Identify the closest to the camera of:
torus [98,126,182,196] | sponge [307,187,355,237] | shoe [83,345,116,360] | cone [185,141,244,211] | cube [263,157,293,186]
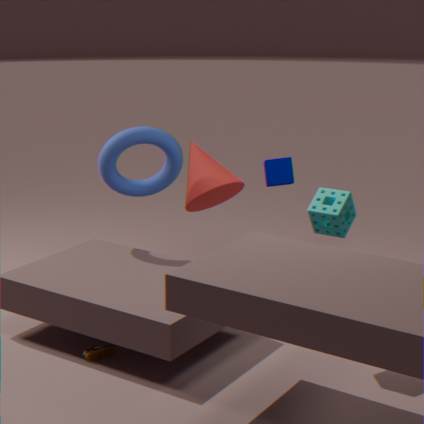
sponge [307,187,355,237]
